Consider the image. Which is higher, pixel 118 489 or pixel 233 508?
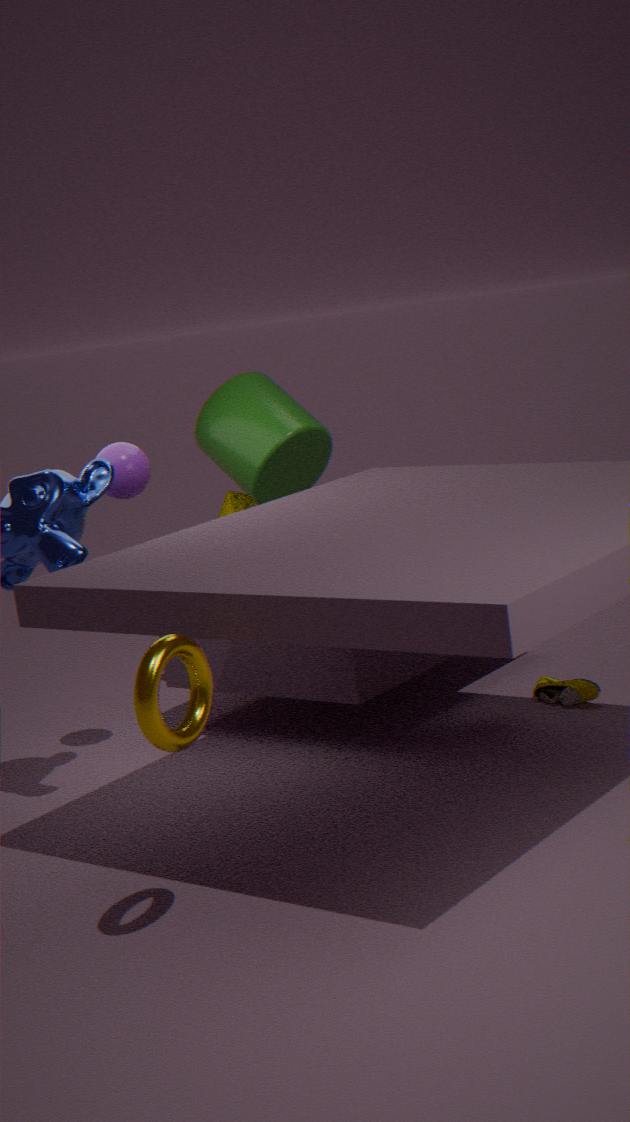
pixel 118 489
